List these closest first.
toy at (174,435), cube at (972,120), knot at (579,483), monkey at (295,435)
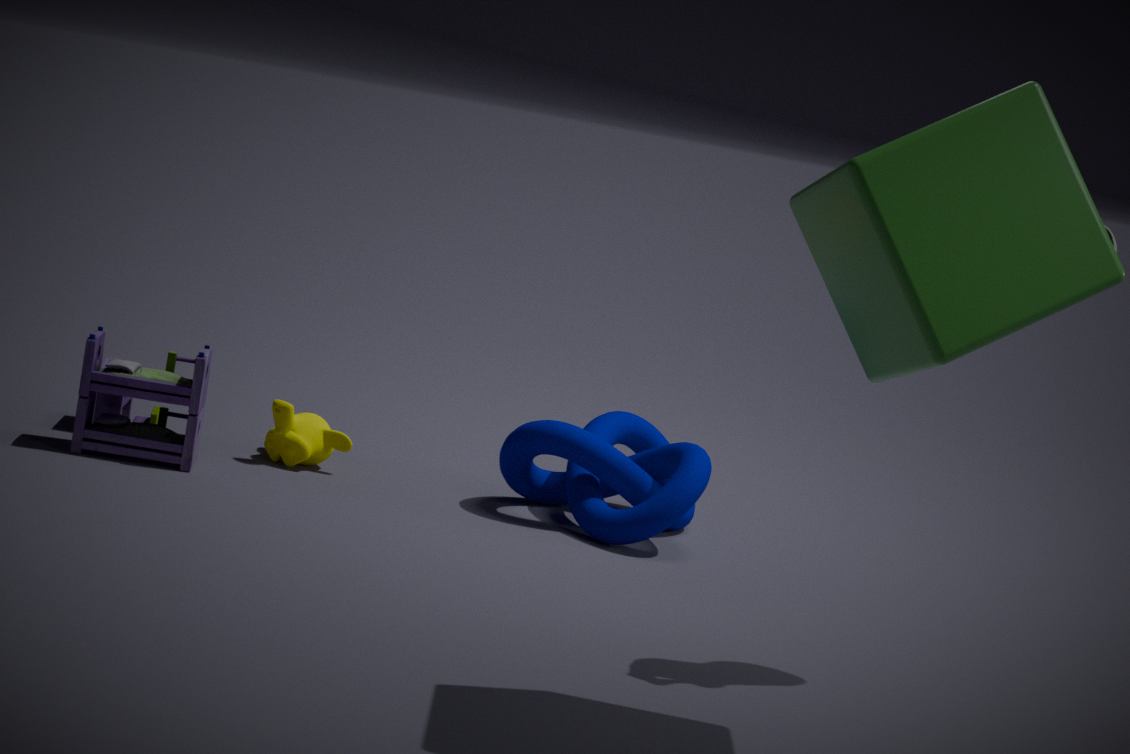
cube at (972,120) < toy at (174,435) < knot at (579,483) < monkey at (295,435)
